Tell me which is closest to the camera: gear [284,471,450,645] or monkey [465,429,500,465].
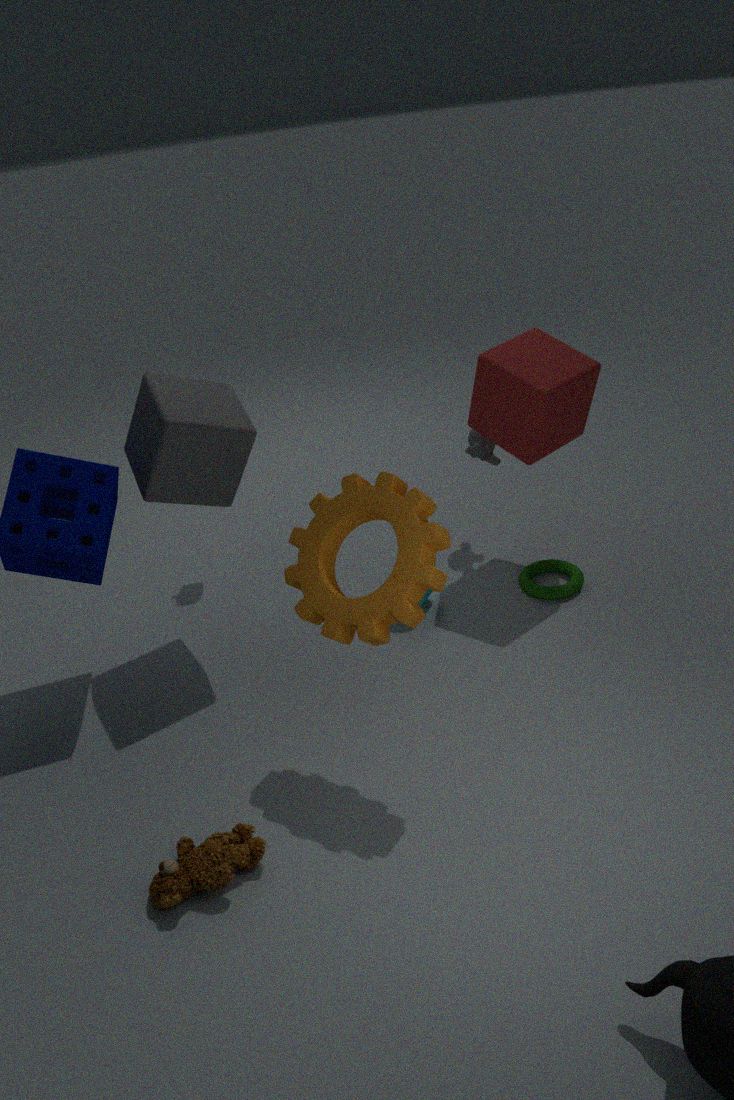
gear [284,471,450,645]
